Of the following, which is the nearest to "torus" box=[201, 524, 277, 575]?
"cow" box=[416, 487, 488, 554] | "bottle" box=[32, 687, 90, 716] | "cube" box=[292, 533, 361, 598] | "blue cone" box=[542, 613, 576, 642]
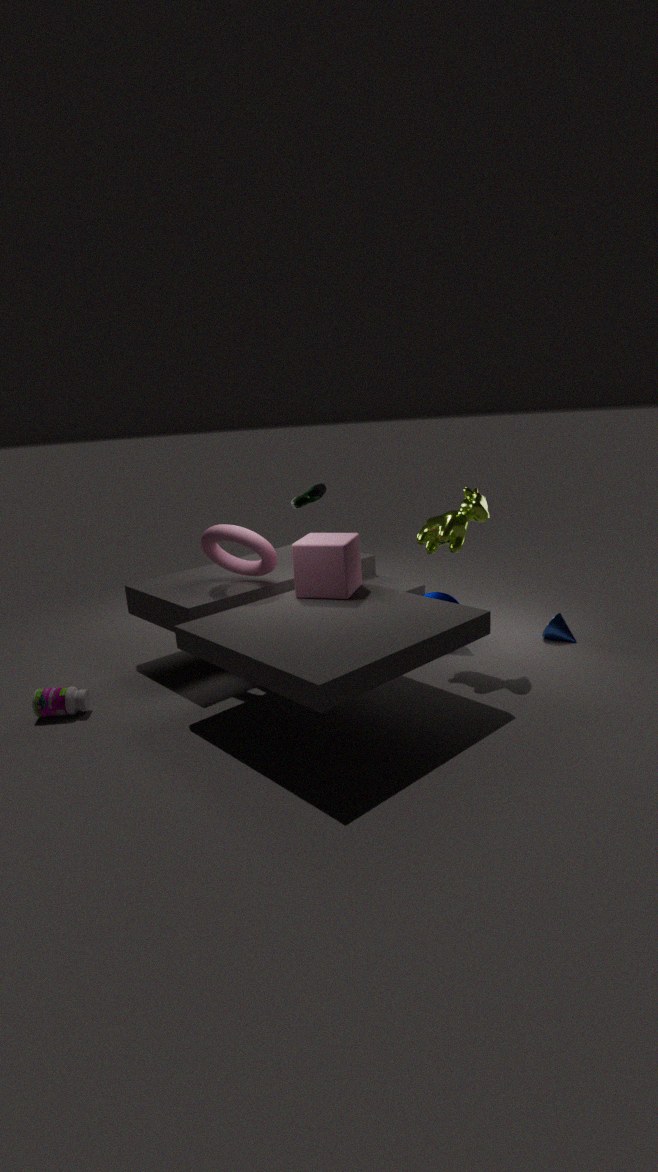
"cube" box=[292, 533, 361, 598]
